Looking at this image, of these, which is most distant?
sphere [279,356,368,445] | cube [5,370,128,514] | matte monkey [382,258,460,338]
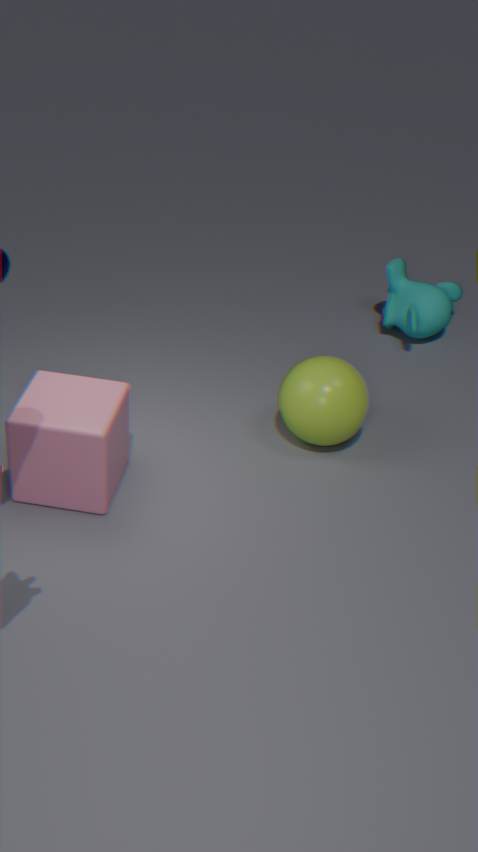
matte monkey [382,258,460,338]
